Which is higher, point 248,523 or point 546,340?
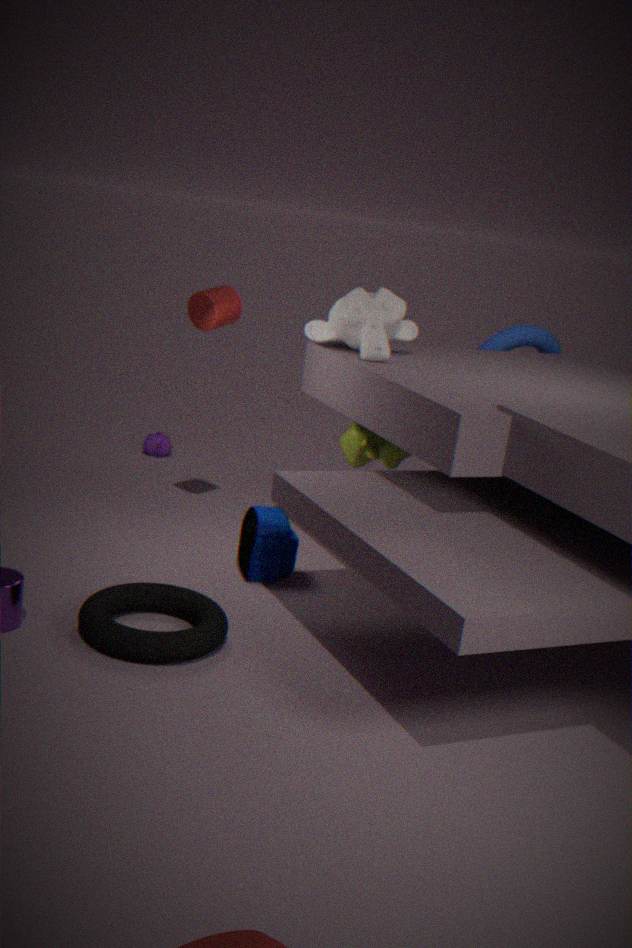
point 546,340
